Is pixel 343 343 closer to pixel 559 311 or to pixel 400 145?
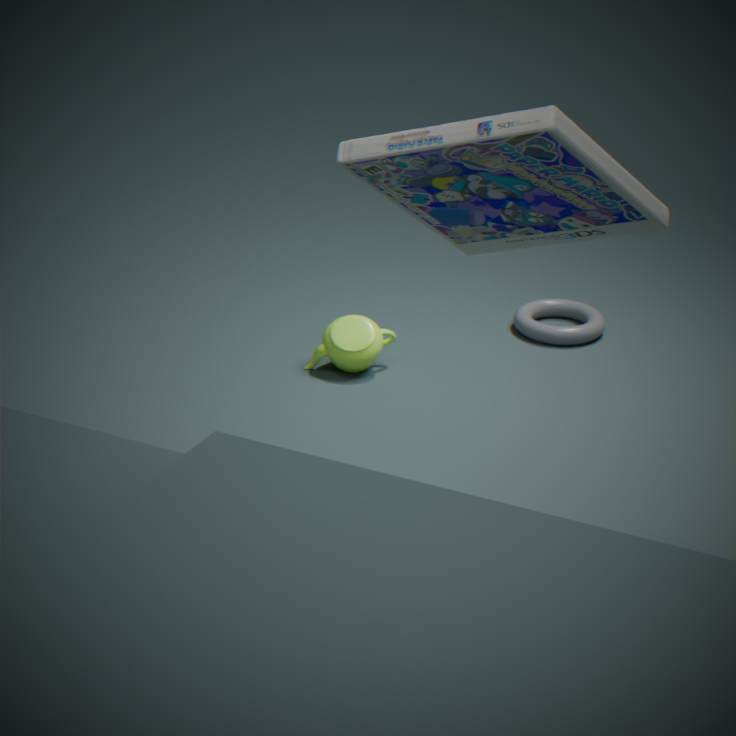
pixel 559 311
